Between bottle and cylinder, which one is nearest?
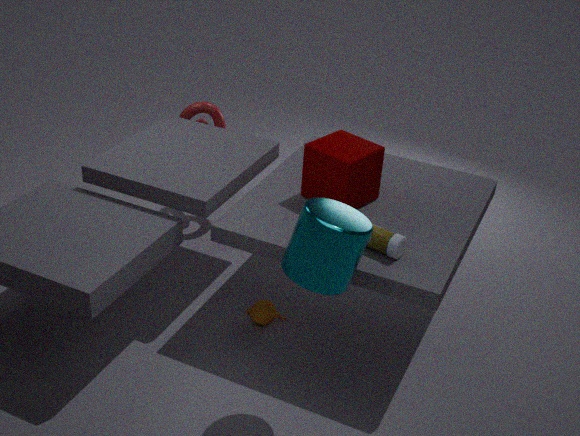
cylinder
